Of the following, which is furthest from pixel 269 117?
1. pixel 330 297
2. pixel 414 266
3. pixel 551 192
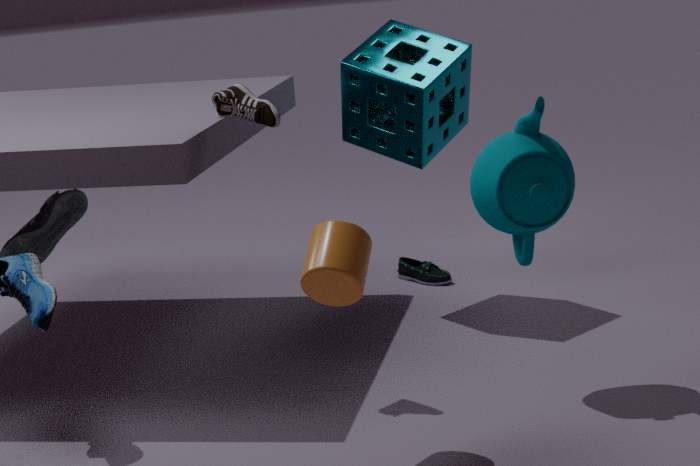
pixel 414 266
